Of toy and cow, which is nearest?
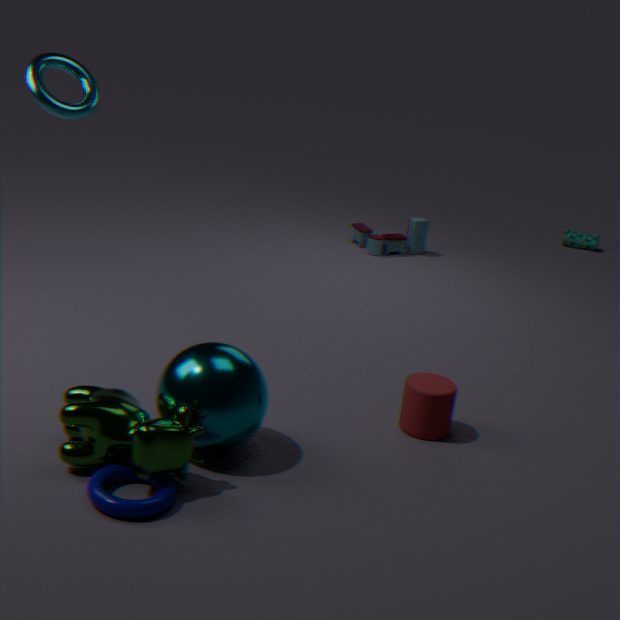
cow
